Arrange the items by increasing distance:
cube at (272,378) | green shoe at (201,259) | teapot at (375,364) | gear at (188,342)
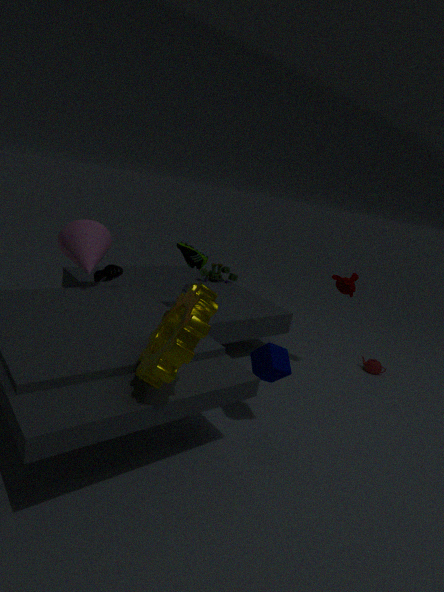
gear at (188,342) < cube at (272,378) < green shoe at (201,259) < teapot at (375,364)
